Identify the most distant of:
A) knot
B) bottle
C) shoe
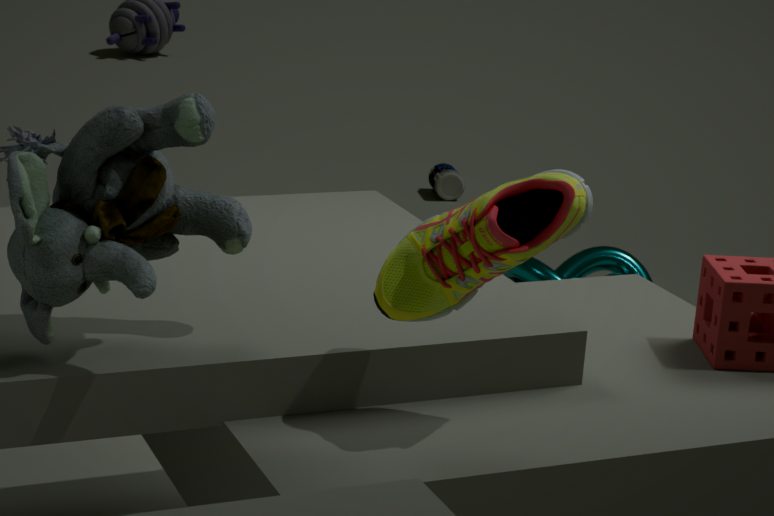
bottle
